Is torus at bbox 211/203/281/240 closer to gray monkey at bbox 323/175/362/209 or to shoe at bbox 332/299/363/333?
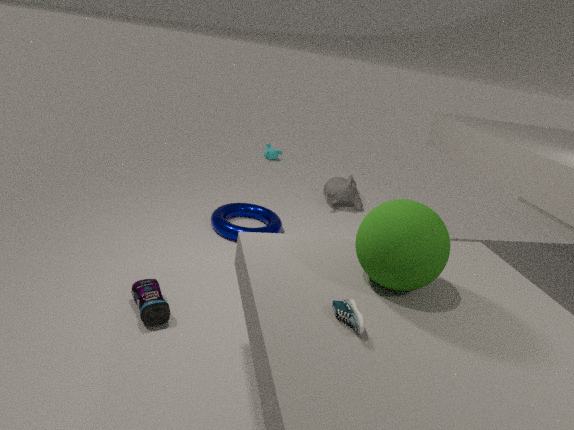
gray monkey at bbox 323/175/362/209
